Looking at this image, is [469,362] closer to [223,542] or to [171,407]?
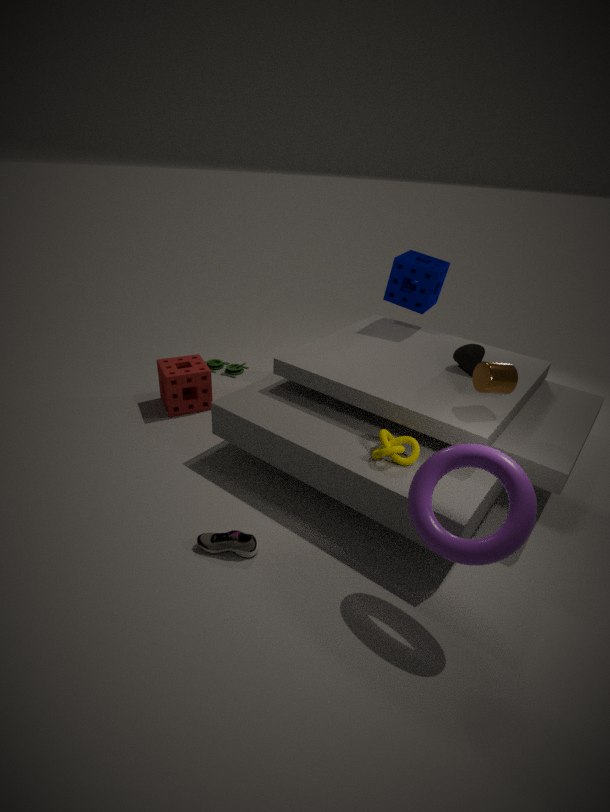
[223,542]
